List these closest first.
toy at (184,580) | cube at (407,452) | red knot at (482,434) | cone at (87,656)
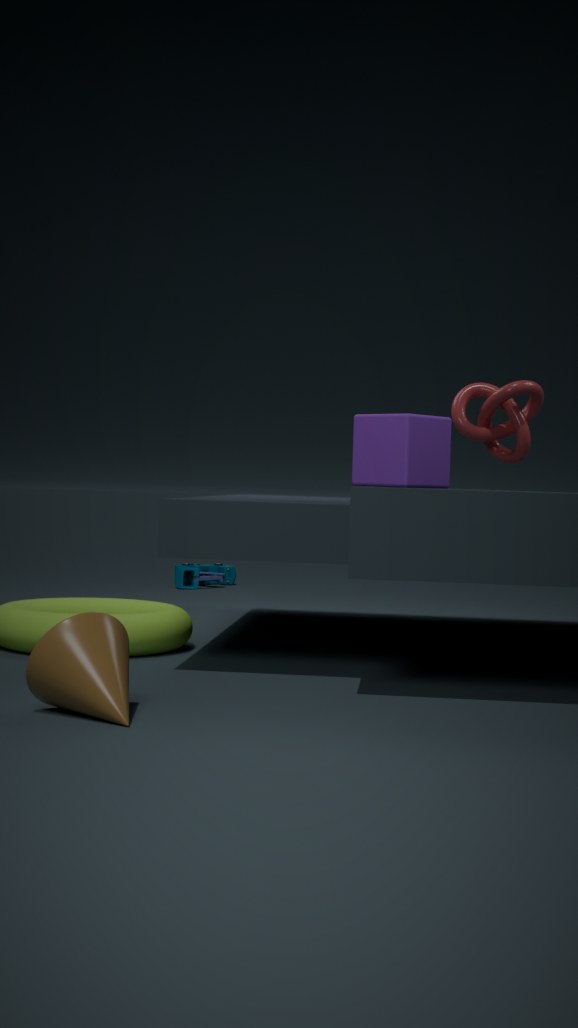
cone at (87,656) < cube at (407,452) < red knot at (482,434) < toy at (184,580)
